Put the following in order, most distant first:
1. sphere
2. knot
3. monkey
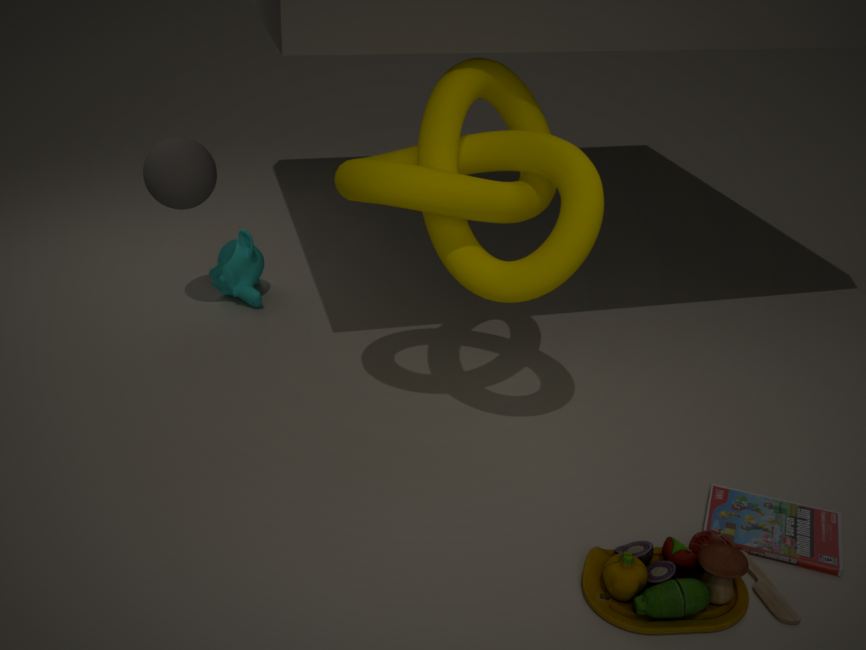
1. monkey
2. sphere
3. knot
